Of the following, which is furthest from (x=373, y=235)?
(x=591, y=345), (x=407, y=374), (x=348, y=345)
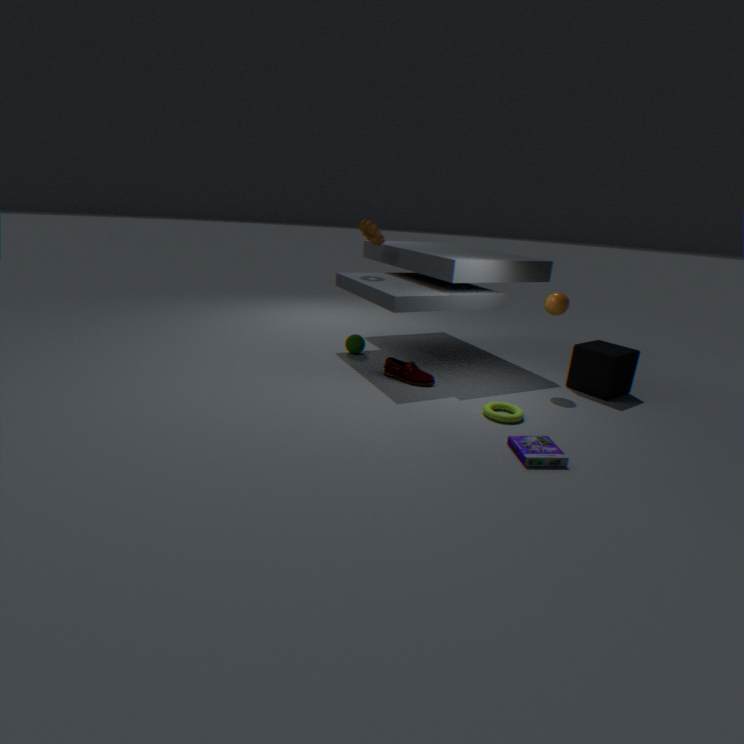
(x=591, y=345)
